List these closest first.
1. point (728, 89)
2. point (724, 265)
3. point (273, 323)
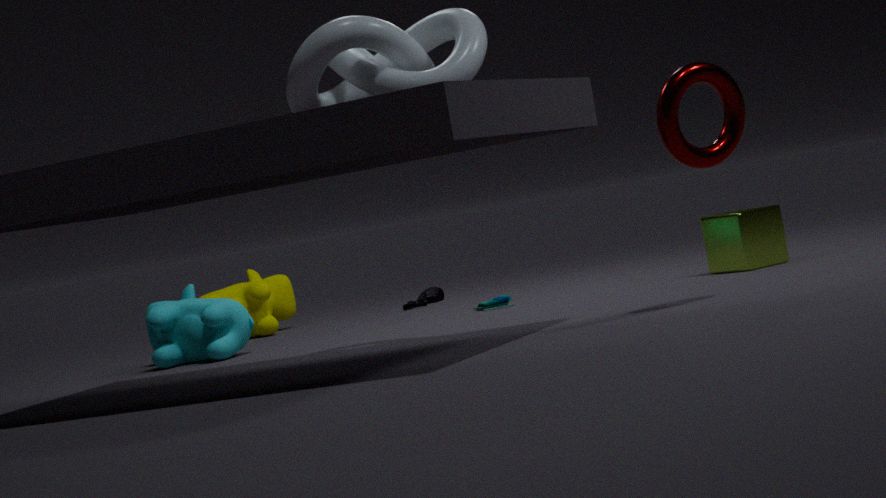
1. point (728, 89)
2. point (724, 265)
3. point (273, 323)
